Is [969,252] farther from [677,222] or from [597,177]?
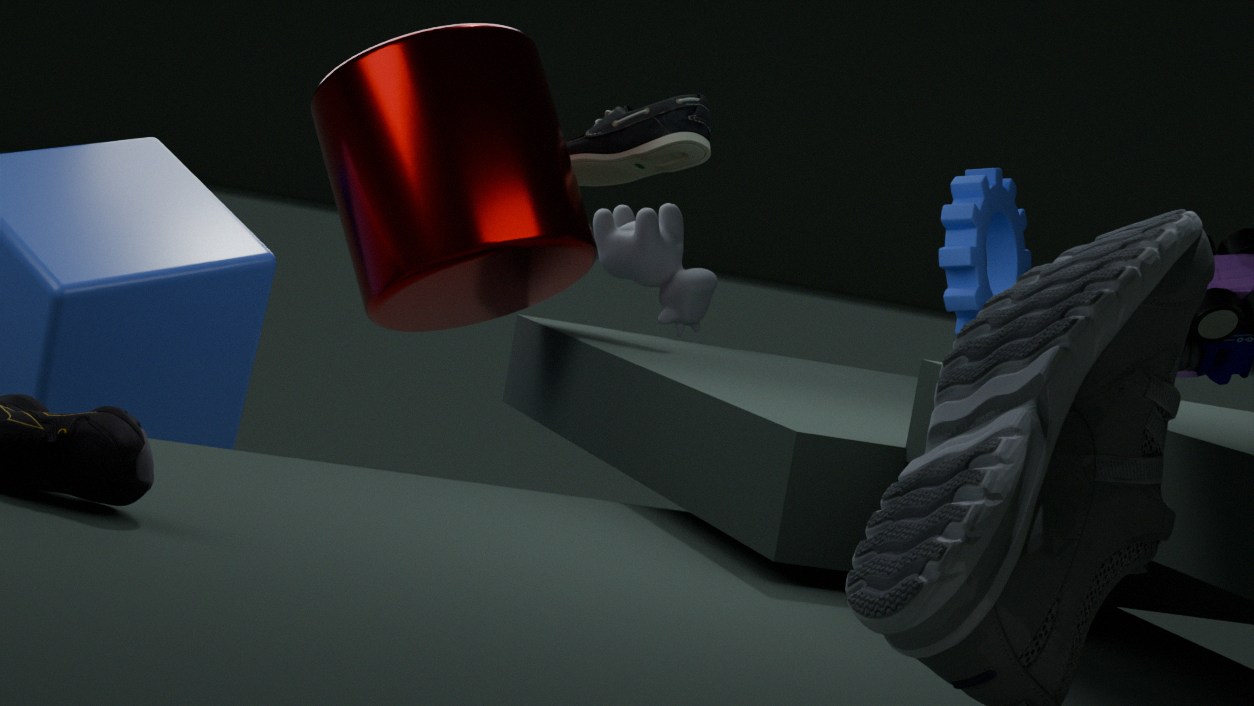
[677,222]
